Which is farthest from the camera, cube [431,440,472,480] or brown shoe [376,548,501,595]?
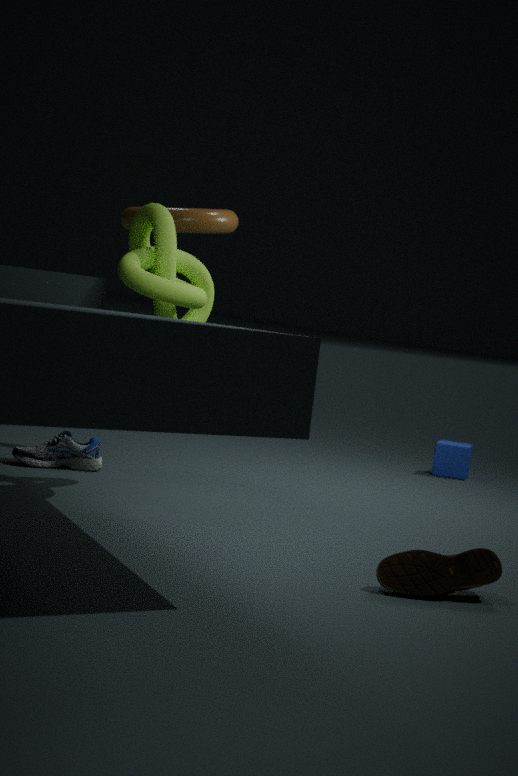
cube [431,440,472,480]
